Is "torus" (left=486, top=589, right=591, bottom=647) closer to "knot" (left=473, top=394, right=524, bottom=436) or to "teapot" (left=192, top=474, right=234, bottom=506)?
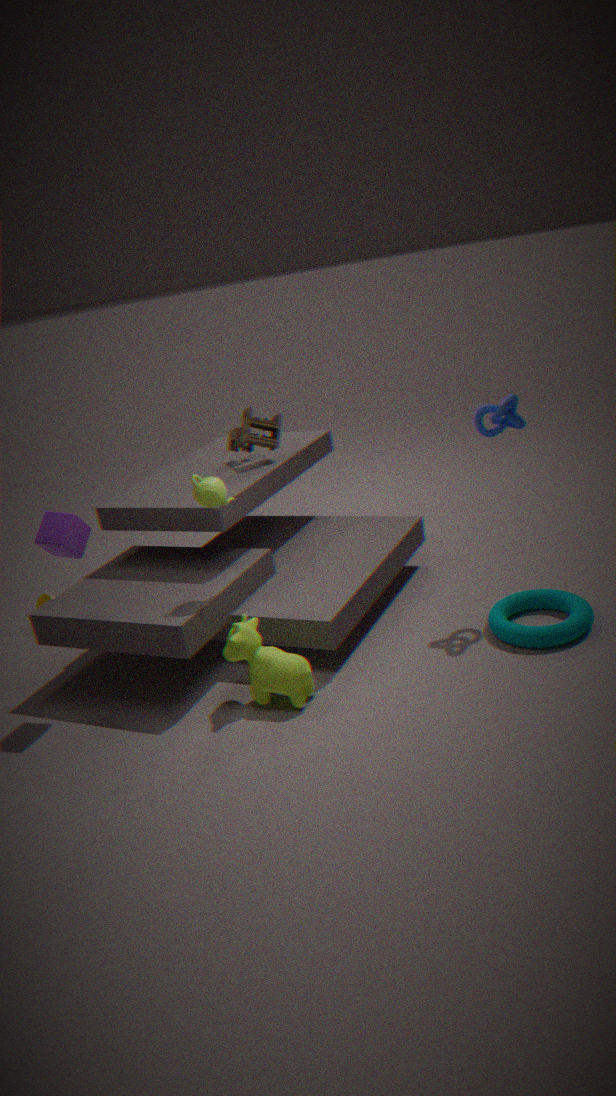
"knot" (left=473, top=394, right=524, bottom=436)
